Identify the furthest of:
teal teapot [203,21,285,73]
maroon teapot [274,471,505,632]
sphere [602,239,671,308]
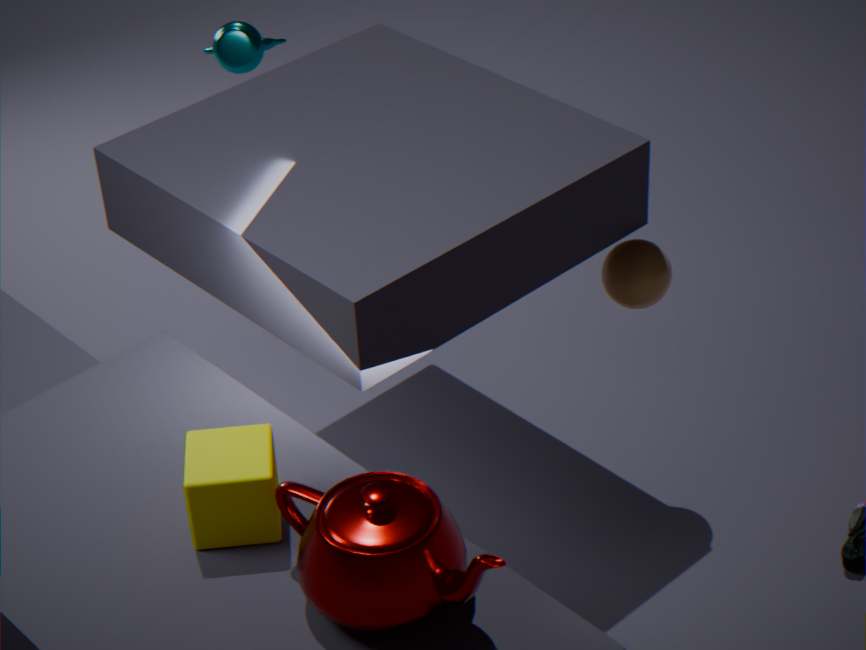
teal teapot [203,21,285,73]
